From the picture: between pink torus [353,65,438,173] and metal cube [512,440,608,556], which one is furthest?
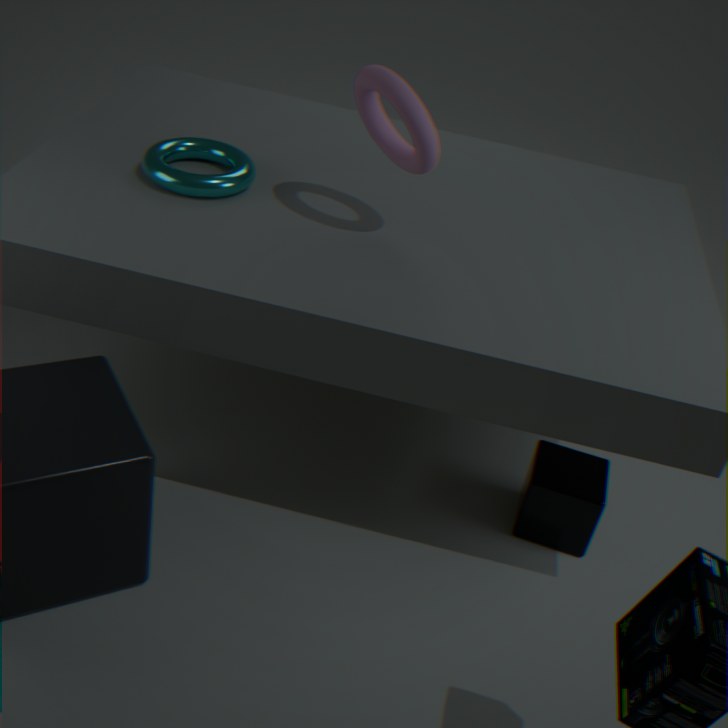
metal cube [512,440,608,556]
